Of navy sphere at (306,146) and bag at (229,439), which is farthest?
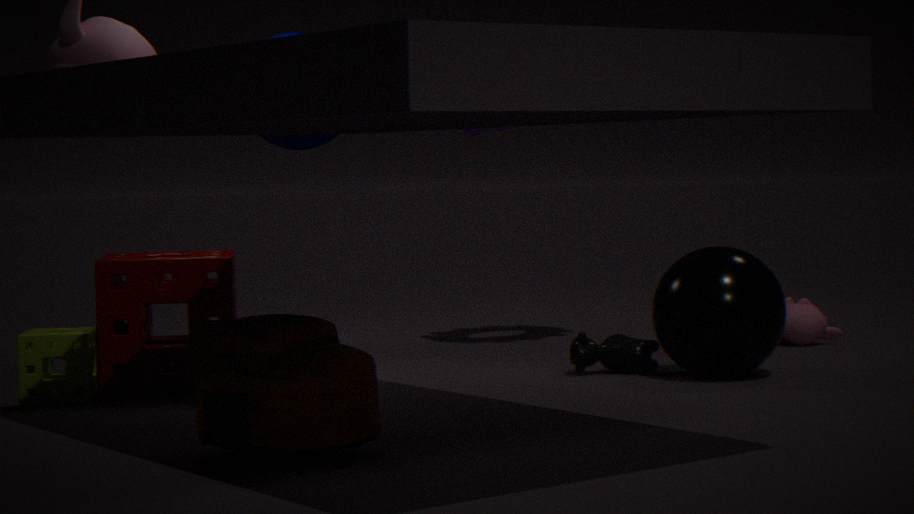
navy sphere at (306,146)
